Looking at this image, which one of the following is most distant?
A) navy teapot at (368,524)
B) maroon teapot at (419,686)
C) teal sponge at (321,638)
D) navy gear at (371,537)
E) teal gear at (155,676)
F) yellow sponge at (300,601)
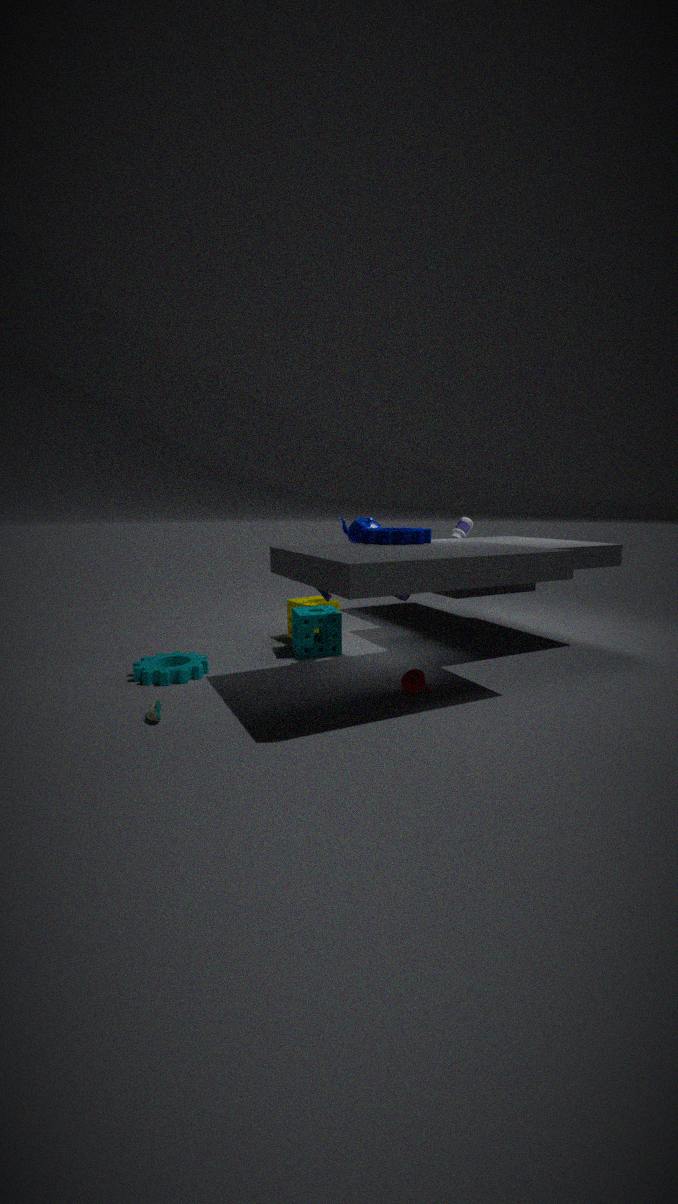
yellow sponge at (300,601)
